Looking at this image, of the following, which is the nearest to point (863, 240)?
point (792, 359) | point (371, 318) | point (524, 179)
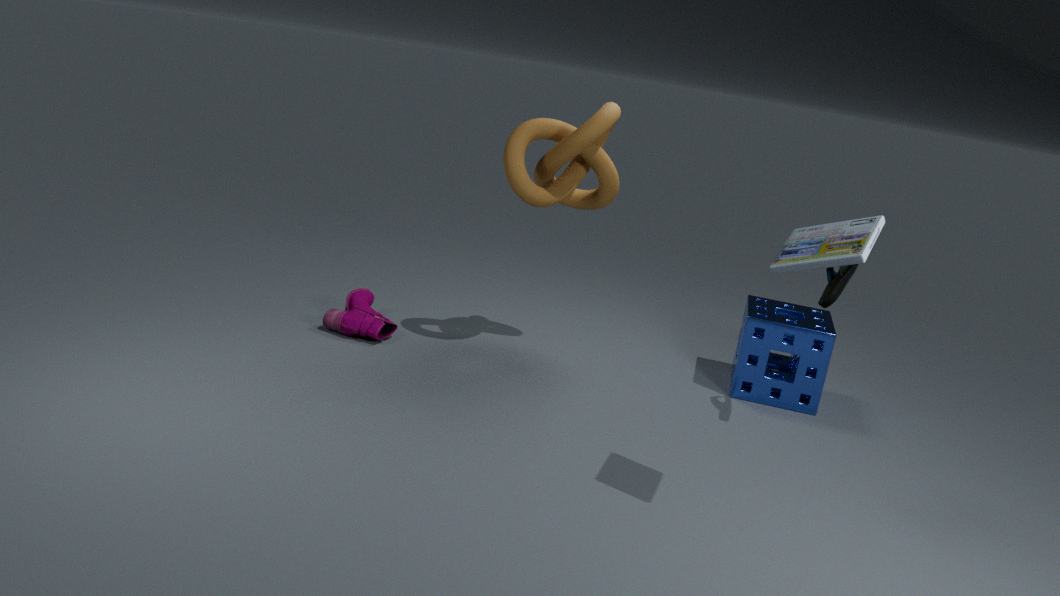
point (524, 179)
